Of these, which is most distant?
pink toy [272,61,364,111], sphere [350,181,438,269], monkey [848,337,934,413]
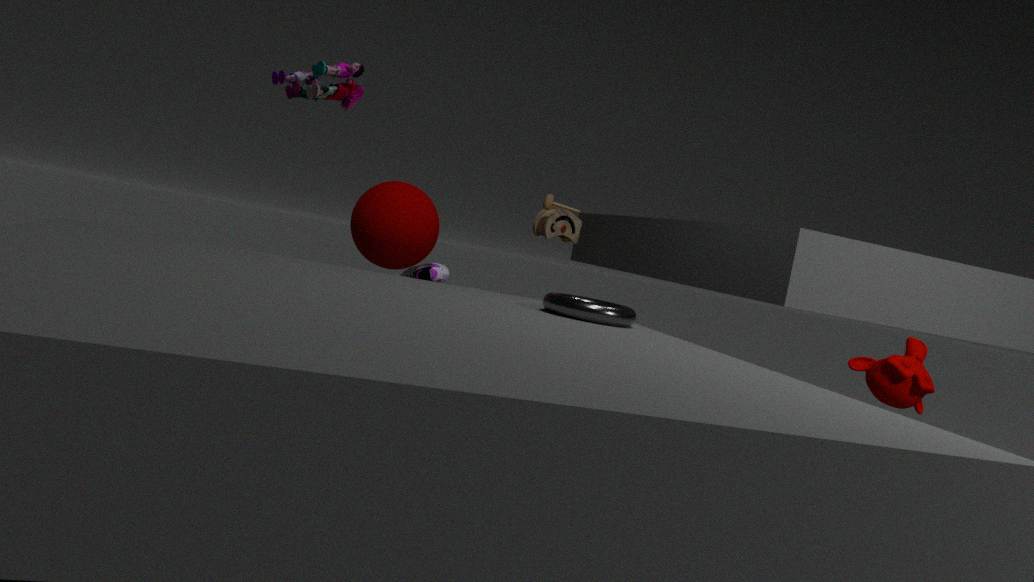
sphere [350,181,438,269]
